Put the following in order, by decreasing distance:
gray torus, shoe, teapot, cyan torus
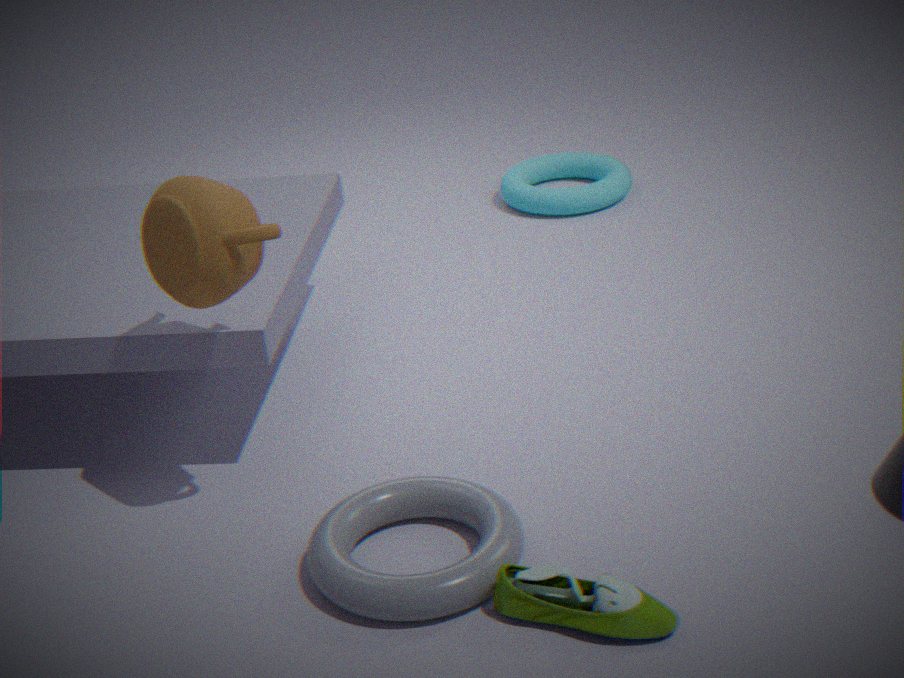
1. cyan torus
2. teapot
3. gray torus
4. shoe
